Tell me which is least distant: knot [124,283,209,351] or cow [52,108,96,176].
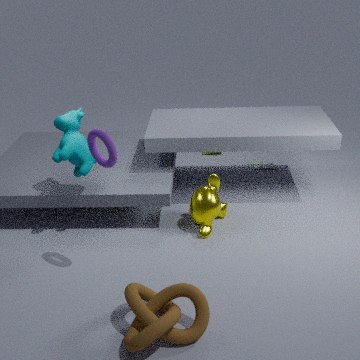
knot [124,283,209,351]
